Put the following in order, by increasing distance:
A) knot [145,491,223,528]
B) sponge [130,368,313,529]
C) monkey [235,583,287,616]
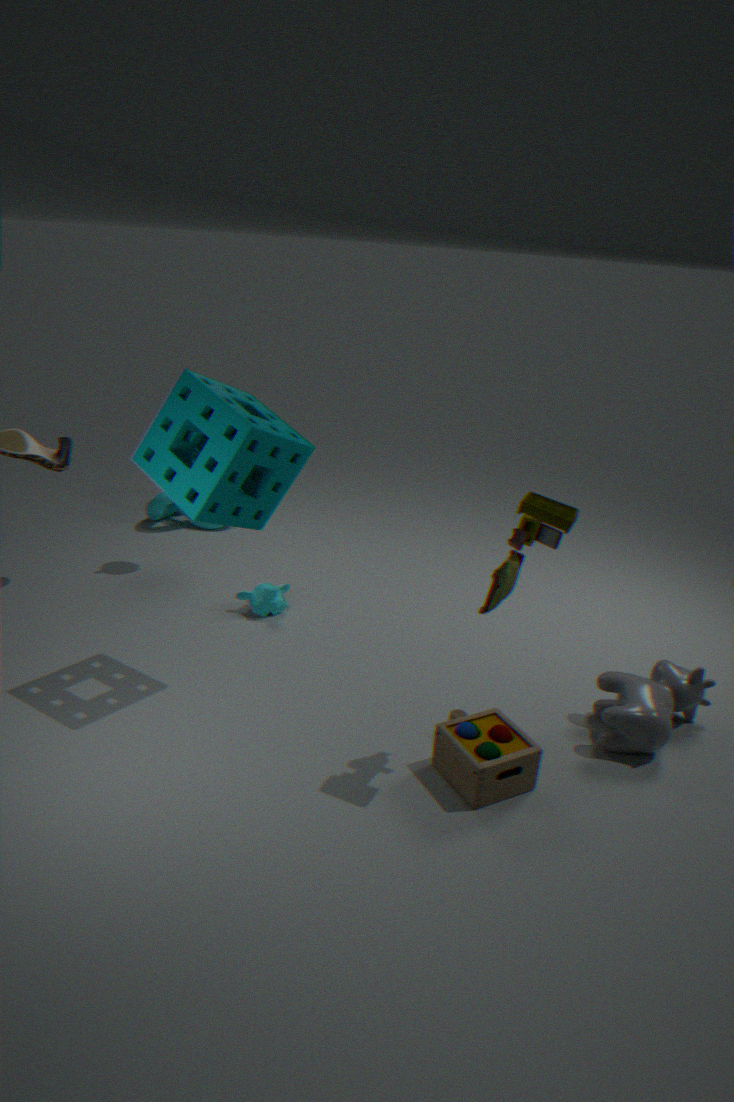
1. sponge [130,368,313,529]
2. monkey [235,583,287,616]
3. knot [145,491,223,528]
